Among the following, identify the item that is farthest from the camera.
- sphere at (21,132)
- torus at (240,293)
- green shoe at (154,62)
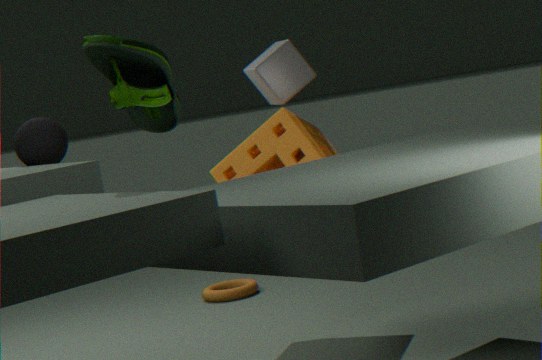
torus at (240,293)
